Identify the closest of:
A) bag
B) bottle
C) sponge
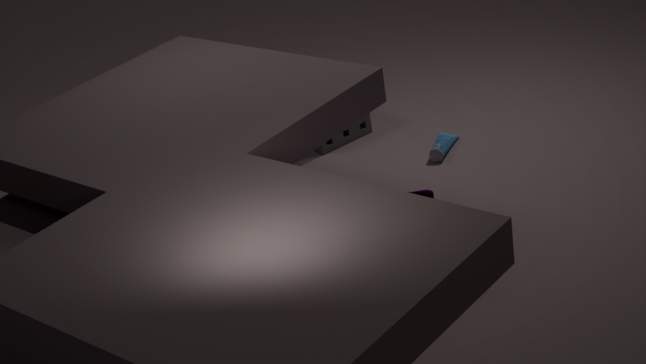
A. bag
